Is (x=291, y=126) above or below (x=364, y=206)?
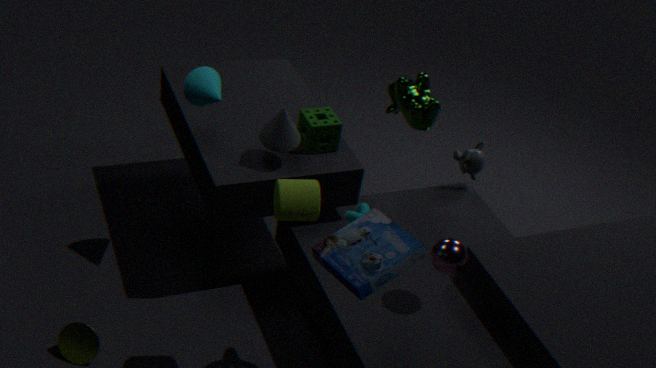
above
